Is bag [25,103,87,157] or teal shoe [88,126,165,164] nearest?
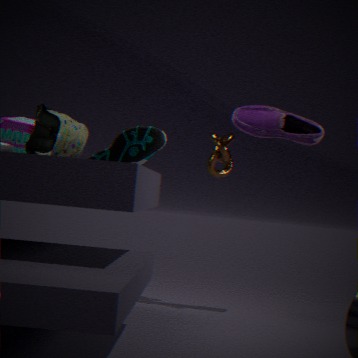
bag [25,103,87,157]
